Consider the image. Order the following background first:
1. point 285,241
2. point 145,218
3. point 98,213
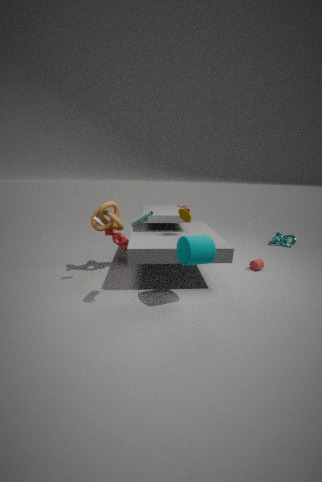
point 285,241, point 98,213, point 145,218
